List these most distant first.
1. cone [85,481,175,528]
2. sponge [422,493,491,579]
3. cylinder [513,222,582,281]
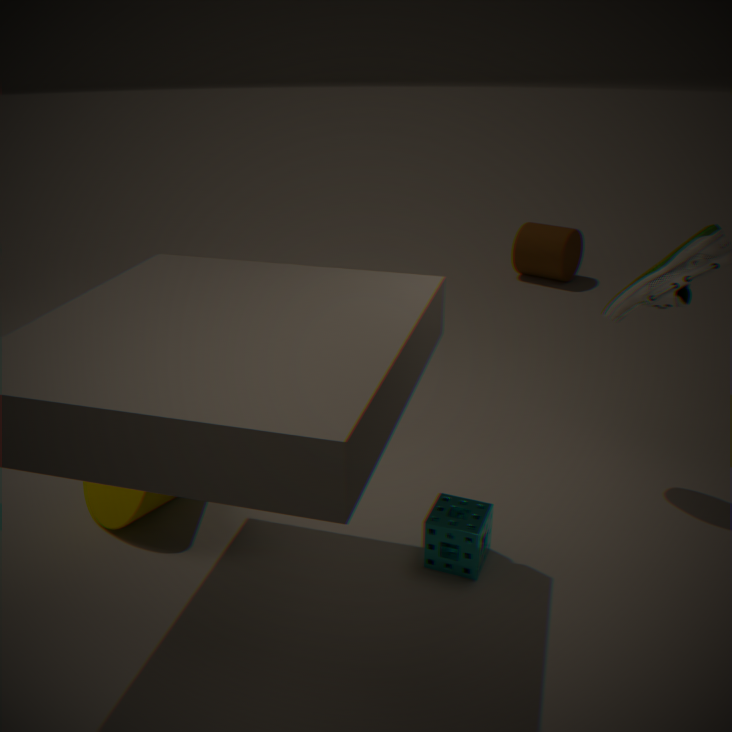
cylinder [513,222,582,281], cone [85,481,175,528], sponge [422,493,491,579]
